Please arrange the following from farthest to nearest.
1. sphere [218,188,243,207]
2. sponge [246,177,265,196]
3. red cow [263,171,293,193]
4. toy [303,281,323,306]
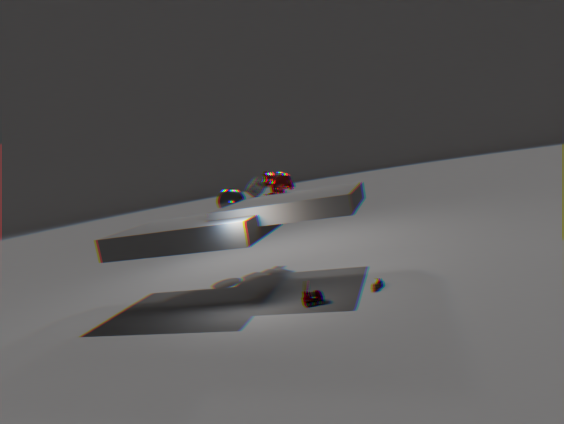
sponge [246,177,265,196]
red cow [263,171,293,193]
sphere [218,188,243,207]
toy [303,281,323,306]
